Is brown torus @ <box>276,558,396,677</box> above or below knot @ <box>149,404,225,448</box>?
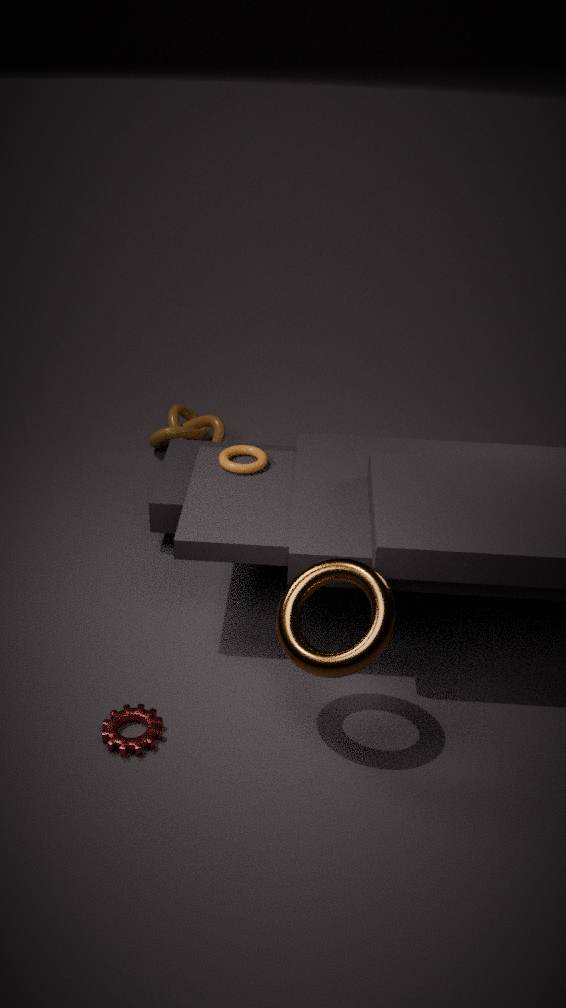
above
